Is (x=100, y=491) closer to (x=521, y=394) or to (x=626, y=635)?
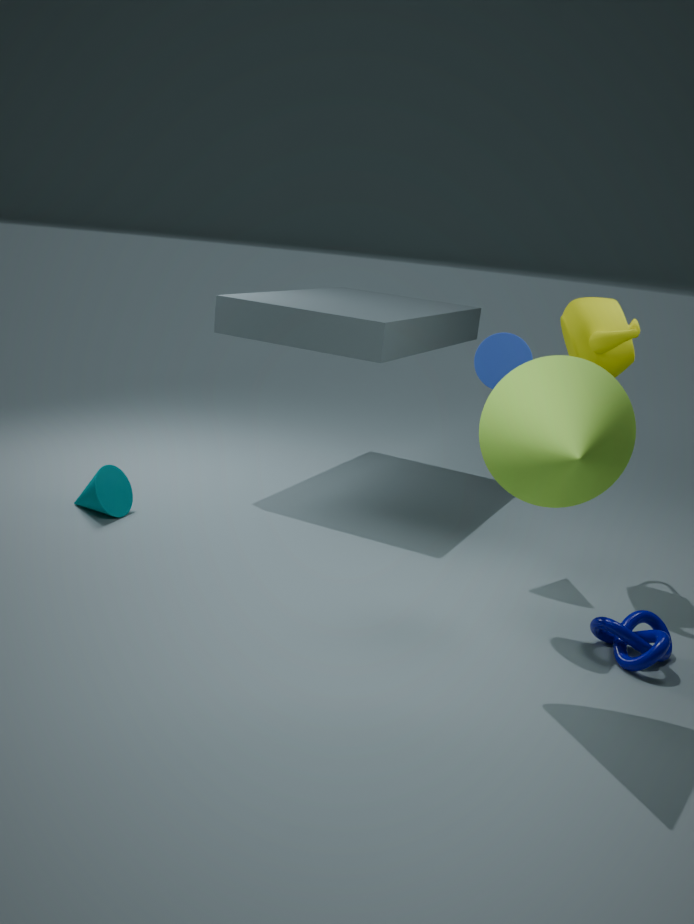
(x=521, y=394)
